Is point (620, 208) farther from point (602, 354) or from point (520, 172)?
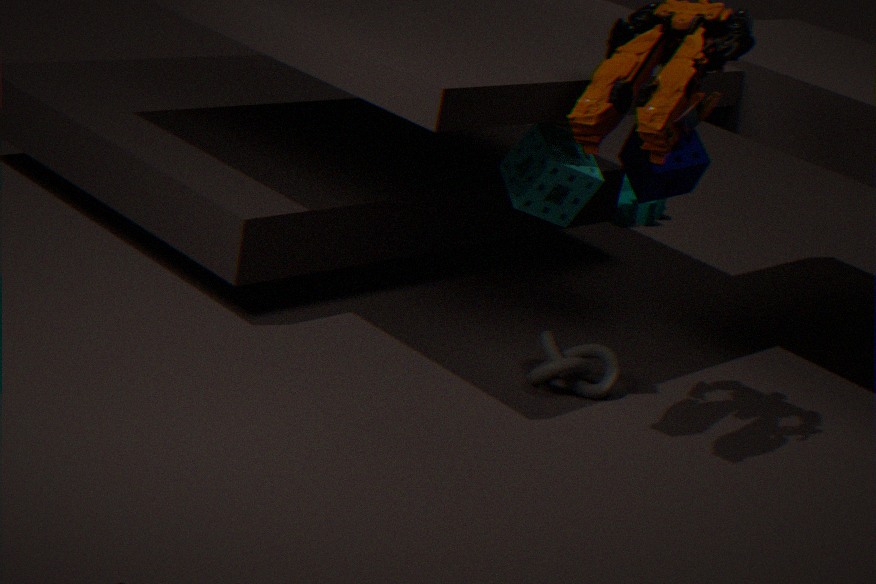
point (520, 172)
